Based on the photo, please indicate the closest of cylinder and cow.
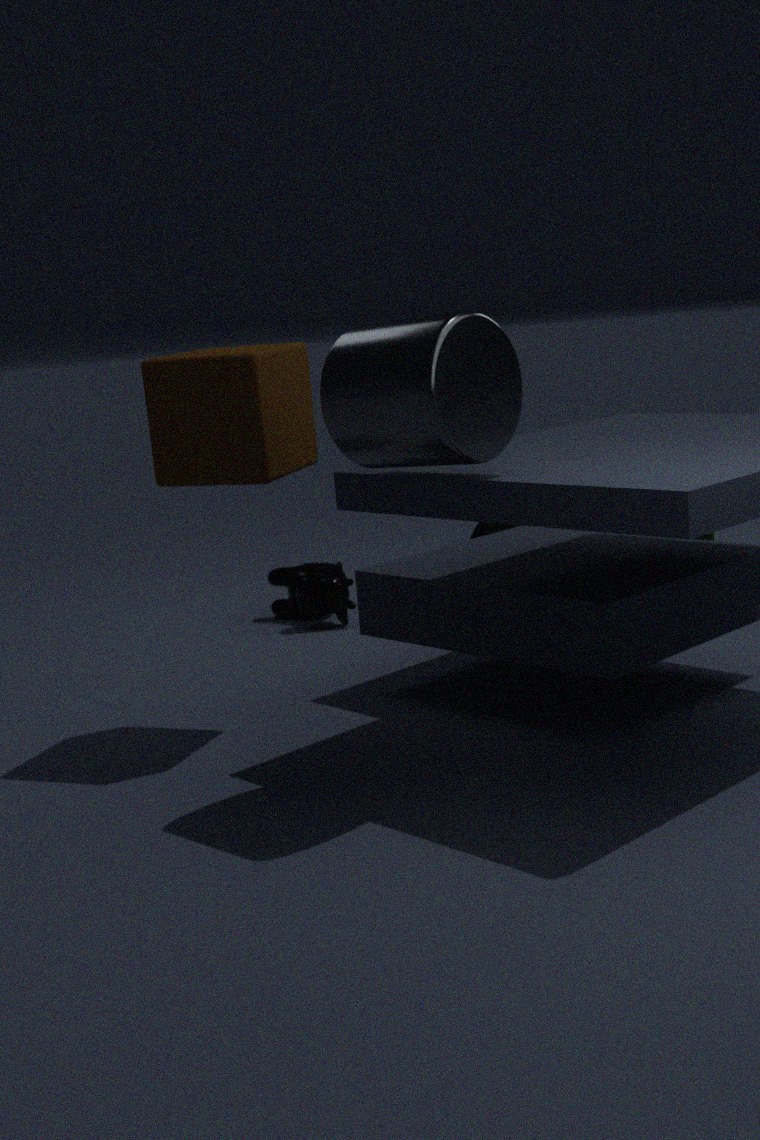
cylinder
